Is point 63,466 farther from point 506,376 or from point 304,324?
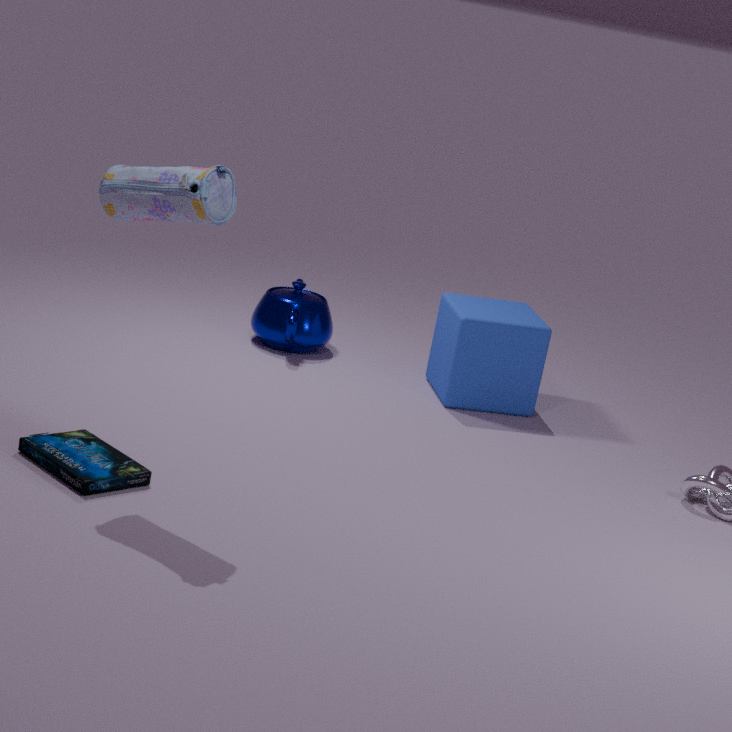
point 506,376
